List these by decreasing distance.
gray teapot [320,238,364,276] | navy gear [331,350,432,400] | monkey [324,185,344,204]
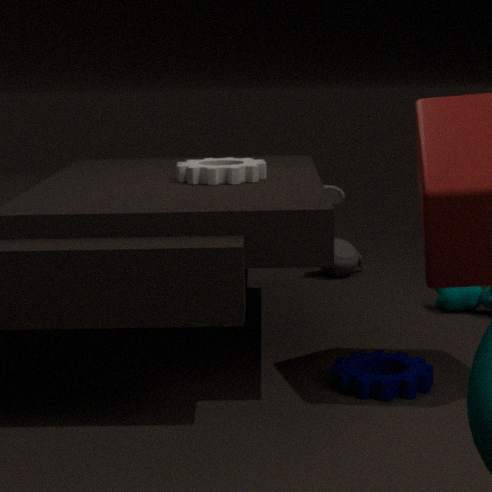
1. monkey [324,185,344,204]
2. gray teapot [320,238,364,276]
3. navy gear [331,350,432,400]
